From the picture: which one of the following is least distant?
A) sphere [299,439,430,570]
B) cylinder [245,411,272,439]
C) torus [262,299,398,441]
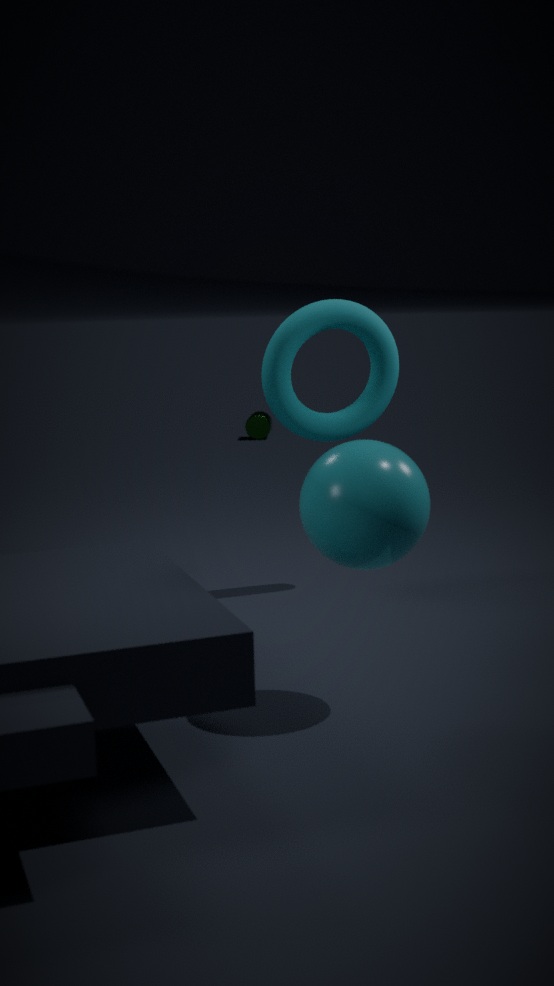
sphere [299,439,430,570]
